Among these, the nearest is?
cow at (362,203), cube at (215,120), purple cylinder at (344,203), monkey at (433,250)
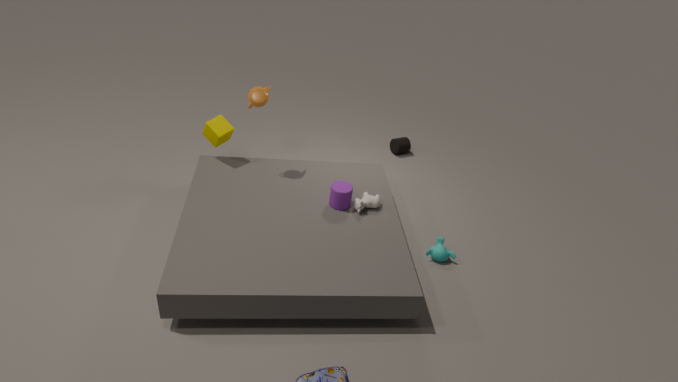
purple cylinder at (344,203)
